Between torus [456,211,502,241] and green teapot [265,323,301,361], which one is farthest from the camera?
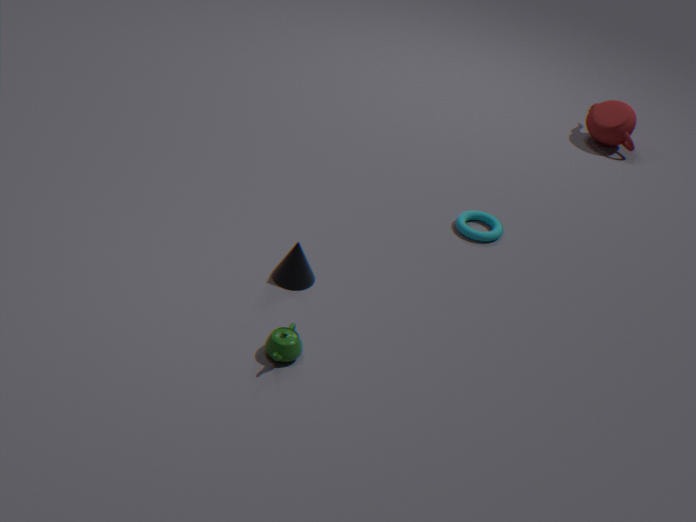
torus [456,211,502,241]
